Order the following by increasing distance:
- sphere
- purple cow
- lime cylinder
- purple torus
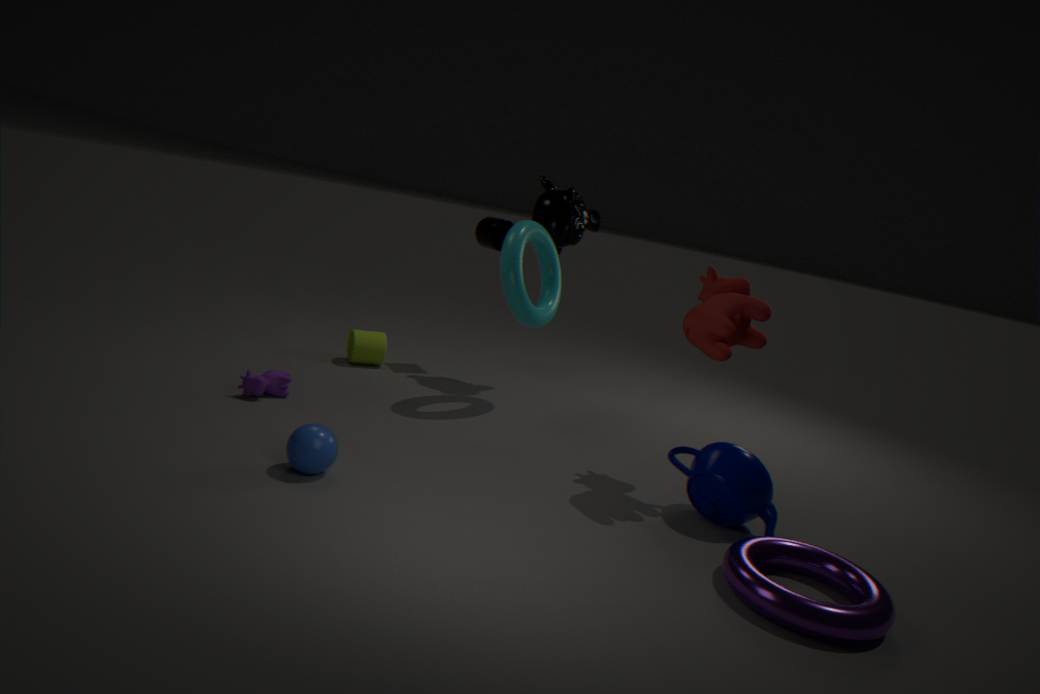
purple torus
sphere
purple cow
lime cylinder
